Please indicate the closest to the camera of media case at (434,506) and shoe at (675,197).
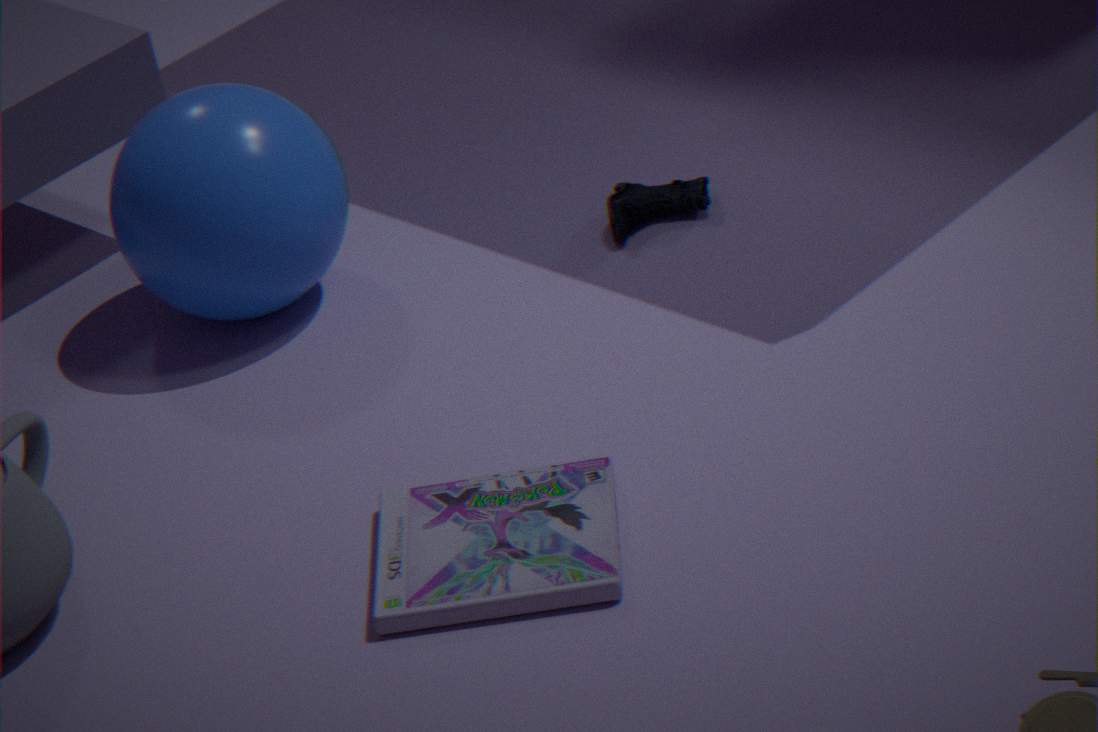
media case at (434,506)
